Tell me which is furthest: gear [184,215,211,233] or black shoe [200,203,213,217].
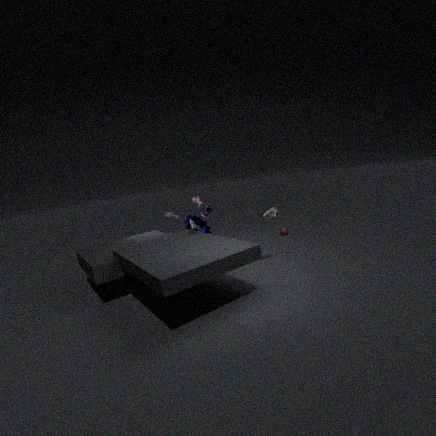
gear [184,215,211,233]
